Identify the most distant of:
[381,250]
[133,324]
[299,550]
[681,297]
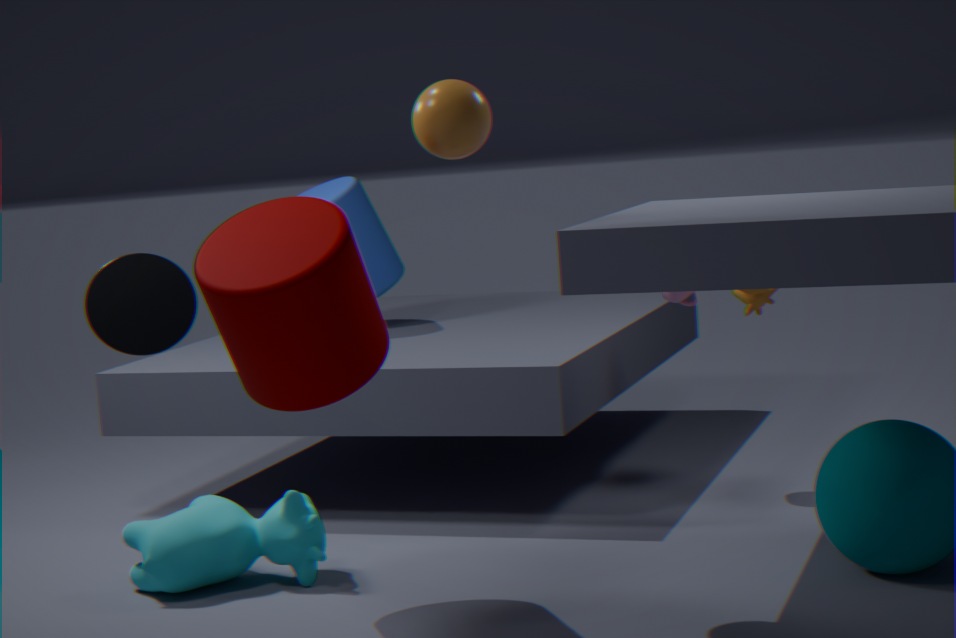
[381,250]
